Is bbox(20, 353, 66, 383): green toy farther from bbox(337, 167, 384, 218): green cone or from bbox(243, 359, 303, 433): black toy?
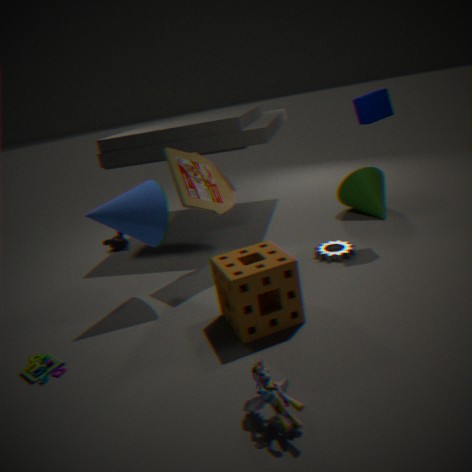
bbox(337, 167, 384, 218): green cone
